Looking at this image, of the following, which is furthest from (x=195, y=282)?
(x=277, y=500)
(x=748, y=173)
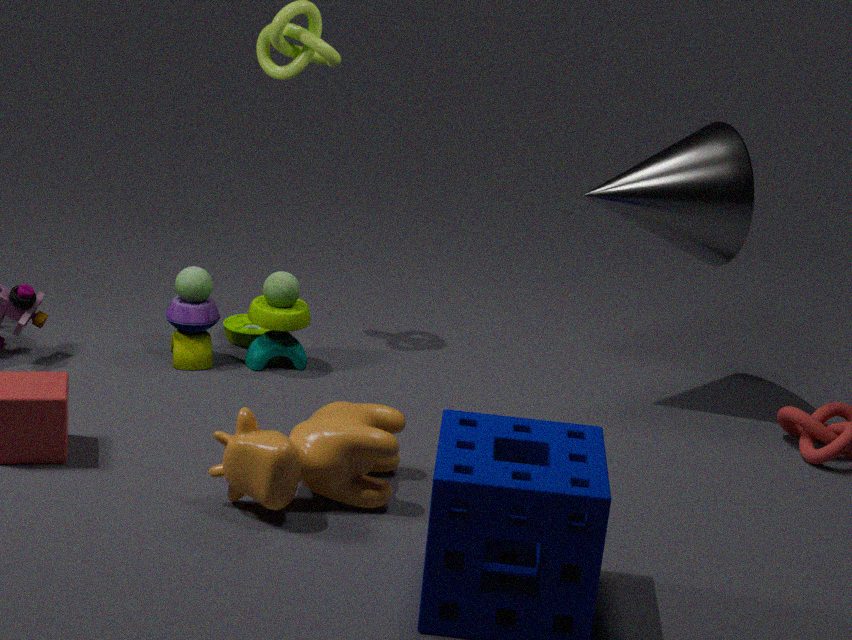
(x=748, y=173)
